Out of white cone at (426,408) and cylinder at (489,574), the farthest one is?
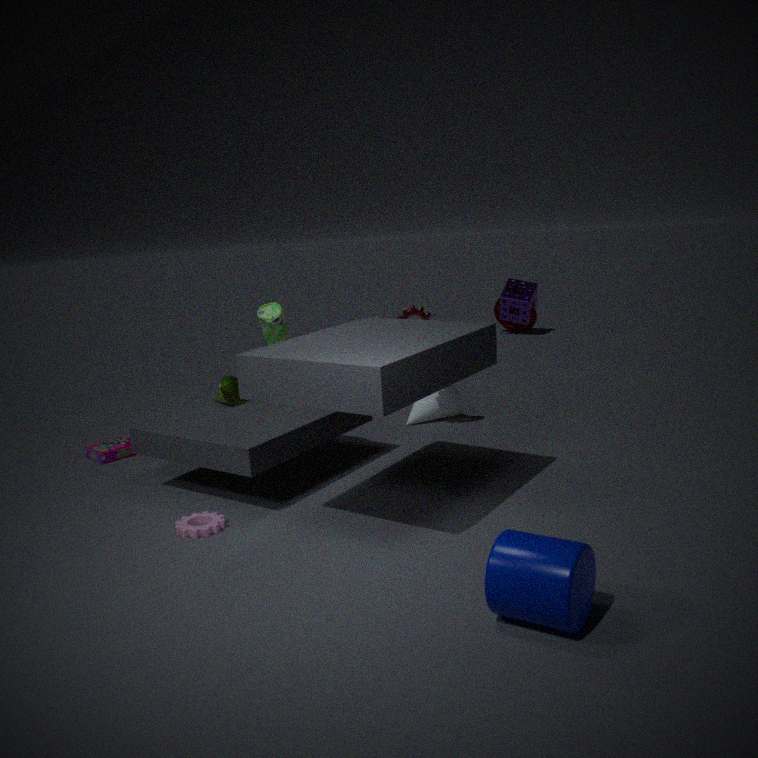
white cone at (426,408)
